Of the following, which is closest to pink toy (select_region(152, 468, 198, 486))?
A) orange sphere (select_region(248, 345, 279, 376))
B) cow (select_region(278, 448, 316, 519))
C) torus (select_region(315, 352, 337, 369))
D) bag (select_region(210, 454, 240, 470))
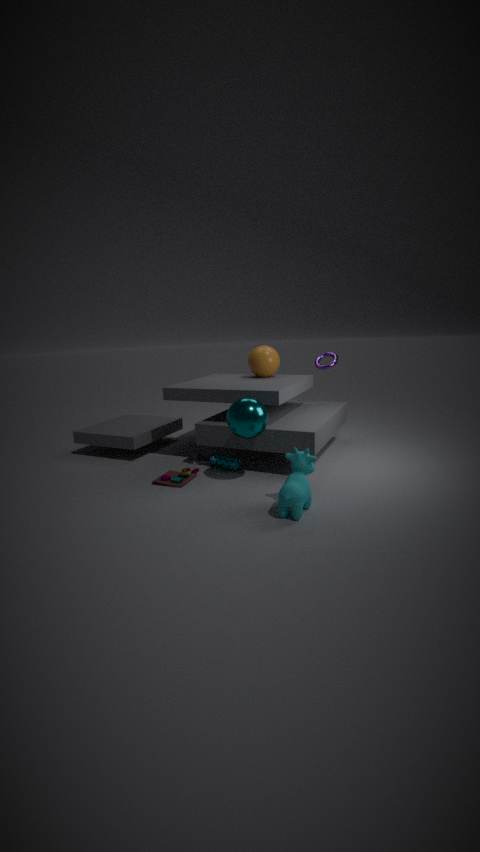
bag (select_region(210, 454, 240, 470))
